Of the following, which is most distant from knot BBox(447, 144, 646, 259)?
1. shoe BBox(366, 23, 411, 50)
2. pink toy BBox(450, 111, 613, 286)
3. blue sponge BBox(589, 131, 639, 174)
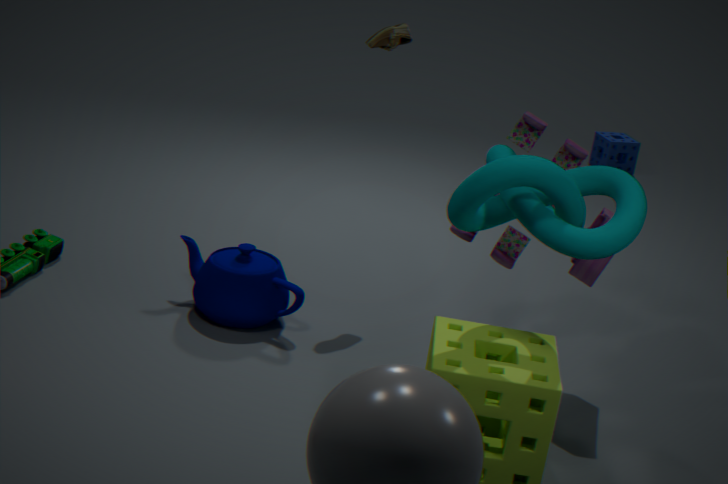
blue sponge BBox(589, 131, 639, 174)
